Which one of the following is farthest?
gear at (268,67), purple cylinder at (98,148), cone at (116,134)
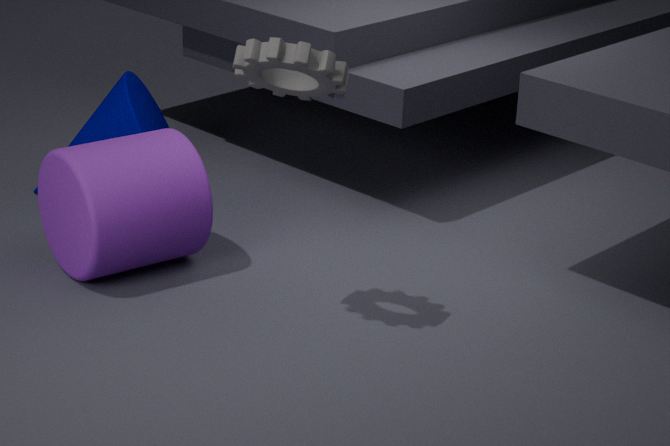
cone at (116,134)
